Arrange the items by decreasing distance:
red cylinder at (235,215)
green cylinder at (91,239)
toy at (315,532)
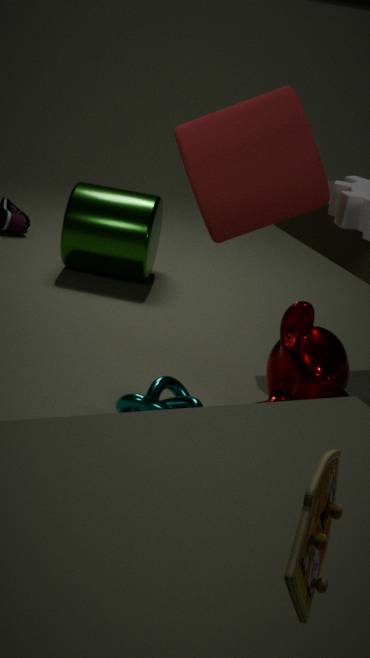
green cylinder at (91,239)
red cylinder at (235,215)
toy at (315,532)
